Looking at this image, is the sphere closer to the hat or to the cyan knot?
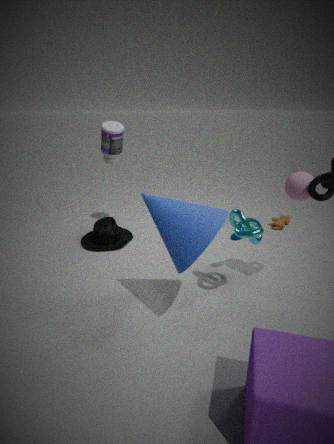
the cyan knot
